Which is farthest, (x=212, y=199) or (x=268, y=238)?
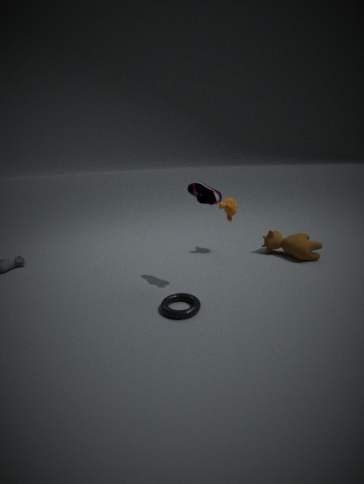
(x=268, y=238)
